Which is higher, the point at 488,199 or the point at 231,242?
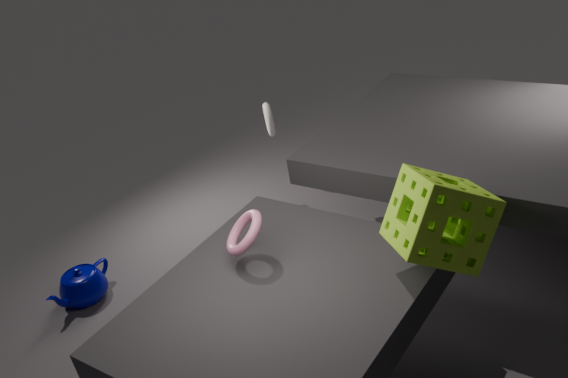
the point at 488,199
